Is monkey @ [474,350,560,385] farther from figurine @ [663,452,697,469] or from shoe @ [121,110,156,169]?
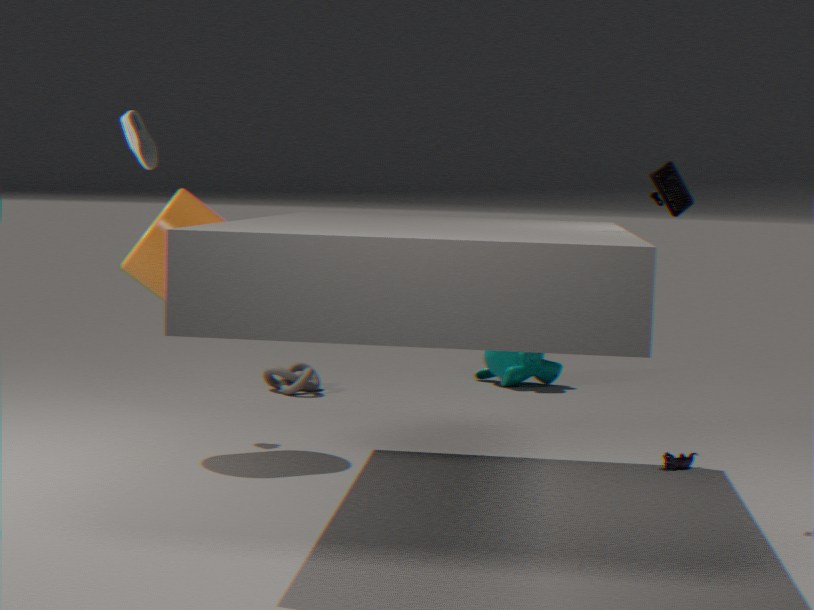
shoe @ [121,110,156,169]
